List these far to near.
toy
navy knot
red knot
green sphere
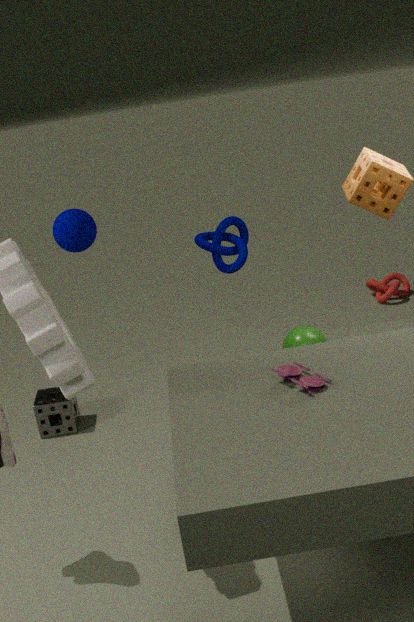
red knot → navy knot → green sphere → toy
